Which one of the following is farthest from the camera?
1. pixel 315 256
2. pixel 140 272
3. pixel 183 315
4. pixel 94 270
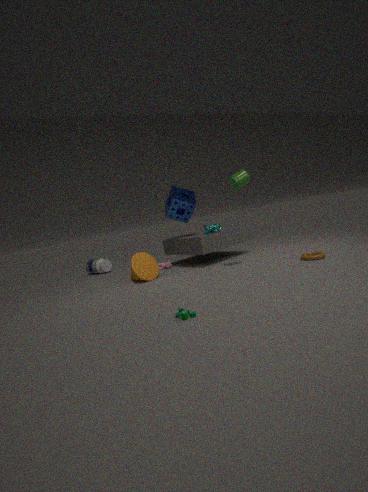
pixel 94 270
